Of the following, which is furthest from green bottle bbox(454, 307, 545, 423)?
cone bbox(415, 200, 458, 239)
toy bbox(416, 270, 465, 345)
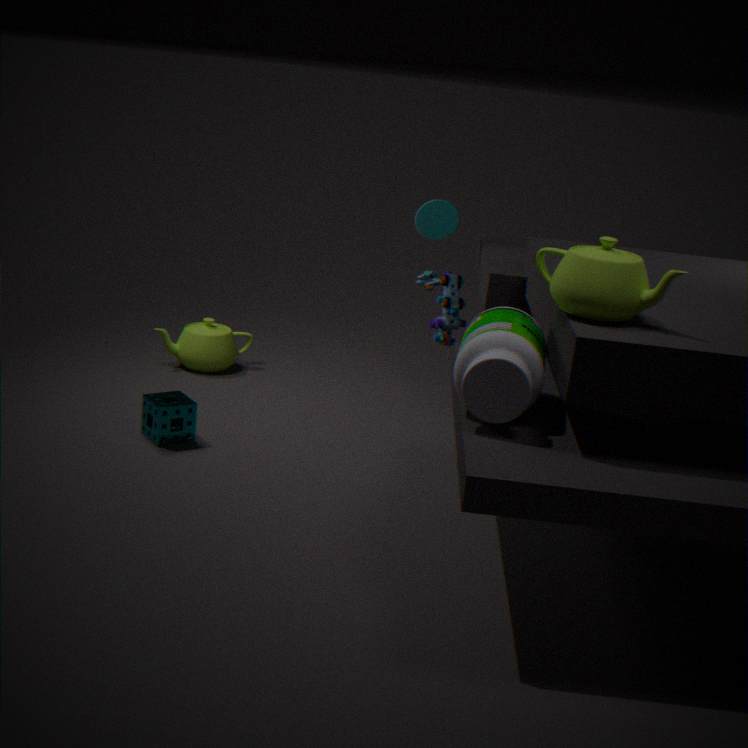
cone bbox(415, 200, 458, 239)
